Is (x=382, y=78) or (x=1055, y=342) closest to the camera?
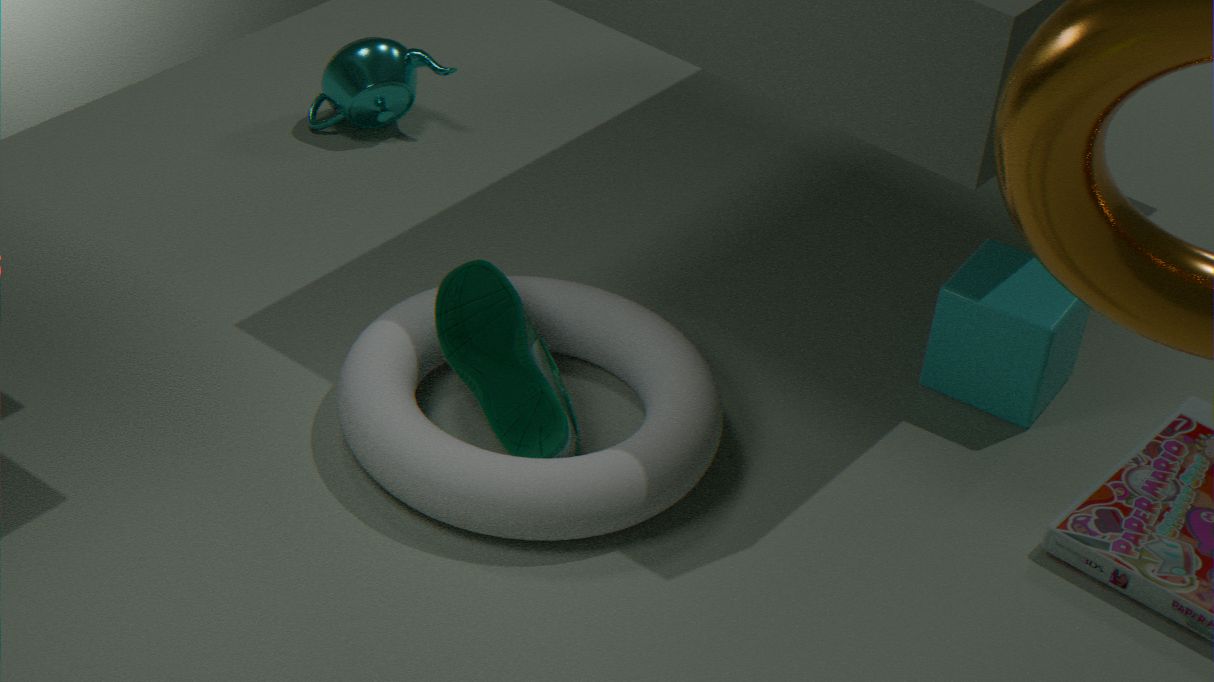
(x=1055, y=342)
